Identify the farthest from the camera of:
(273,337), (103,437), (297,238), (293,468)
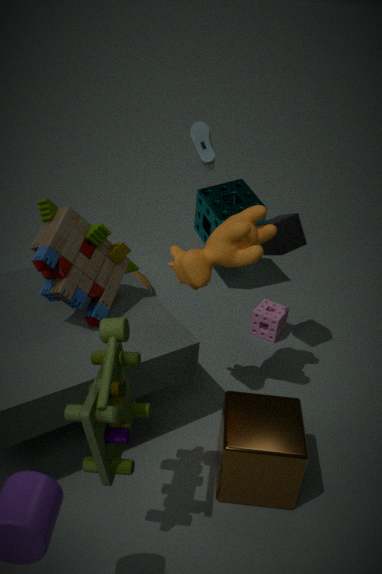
(273,337)
